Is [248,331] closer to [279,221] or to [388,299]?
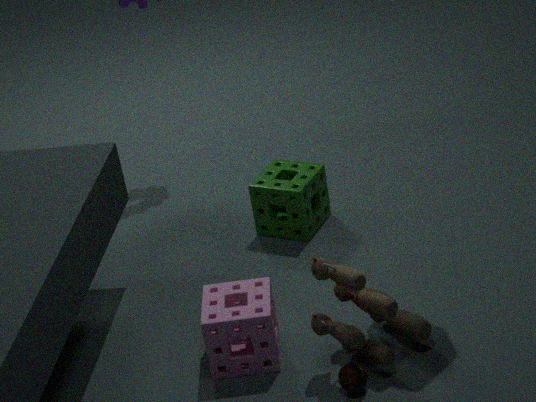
[388,299]
